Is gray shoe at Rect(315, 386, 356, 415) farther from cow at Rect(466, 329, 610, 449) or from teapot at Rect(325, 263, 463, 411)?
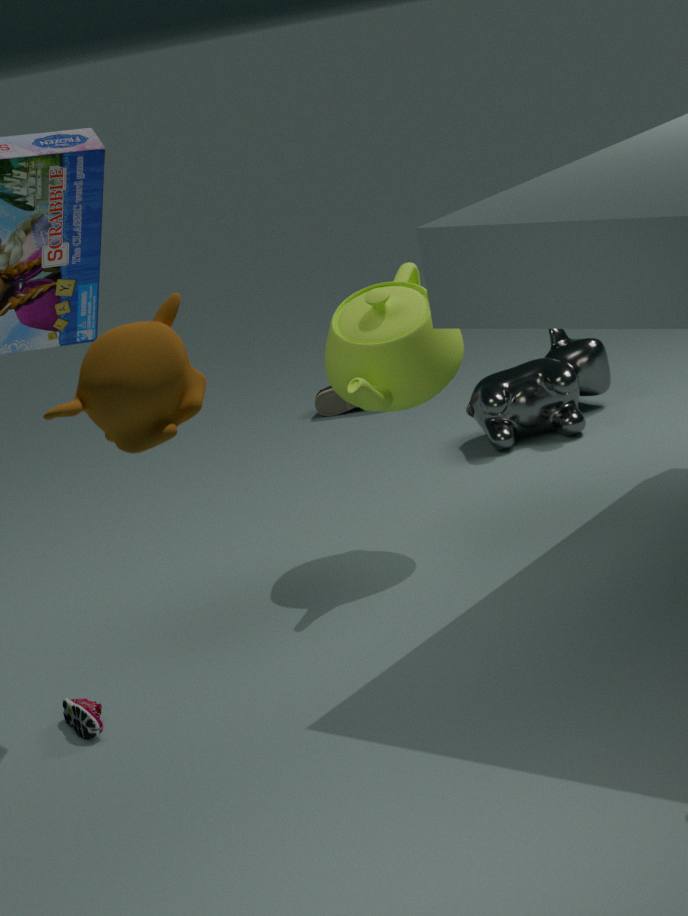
teapot at Rect(325, 263, 463, 411)
